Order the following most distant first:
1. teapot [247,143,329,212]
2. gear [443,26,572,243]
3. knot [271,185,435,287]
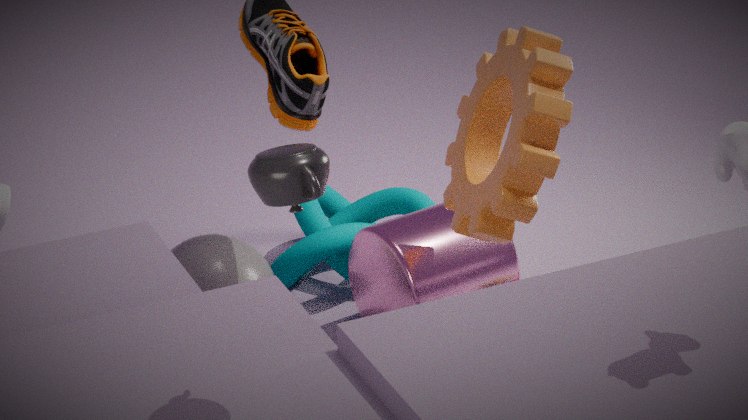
knot [271,185,435,287], gear [443,26,572,243], teapot [247,143,329,212]
